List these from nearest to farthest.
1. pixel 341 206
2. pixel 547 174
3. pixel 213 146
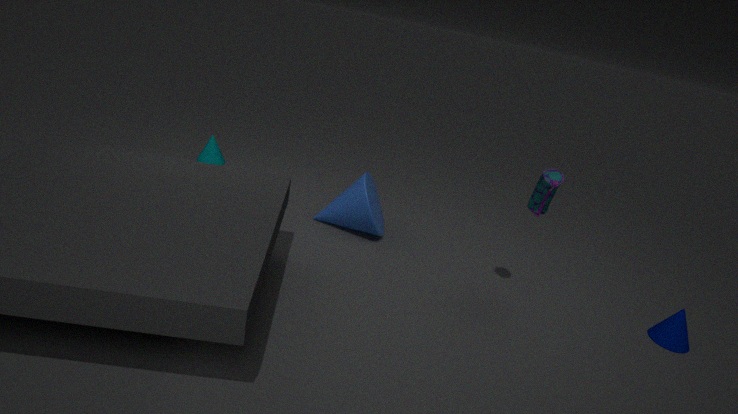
pixel 547 174 → pixel 341 206 → pixel 213 146
